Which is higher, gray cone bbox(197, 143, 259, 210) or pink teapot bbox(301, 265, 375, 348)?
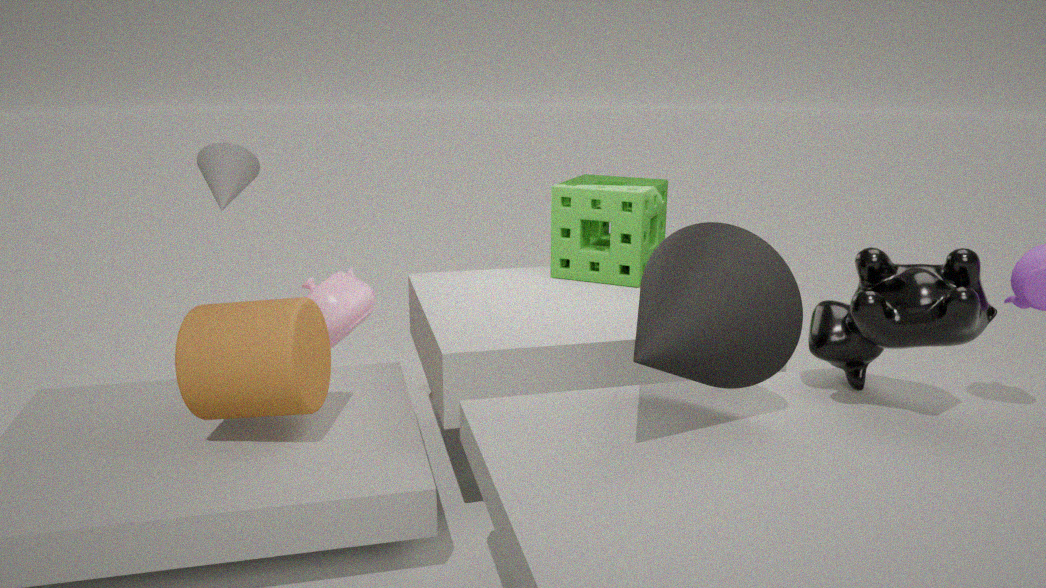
gray cone bbox(197, 143, 259, 210)
